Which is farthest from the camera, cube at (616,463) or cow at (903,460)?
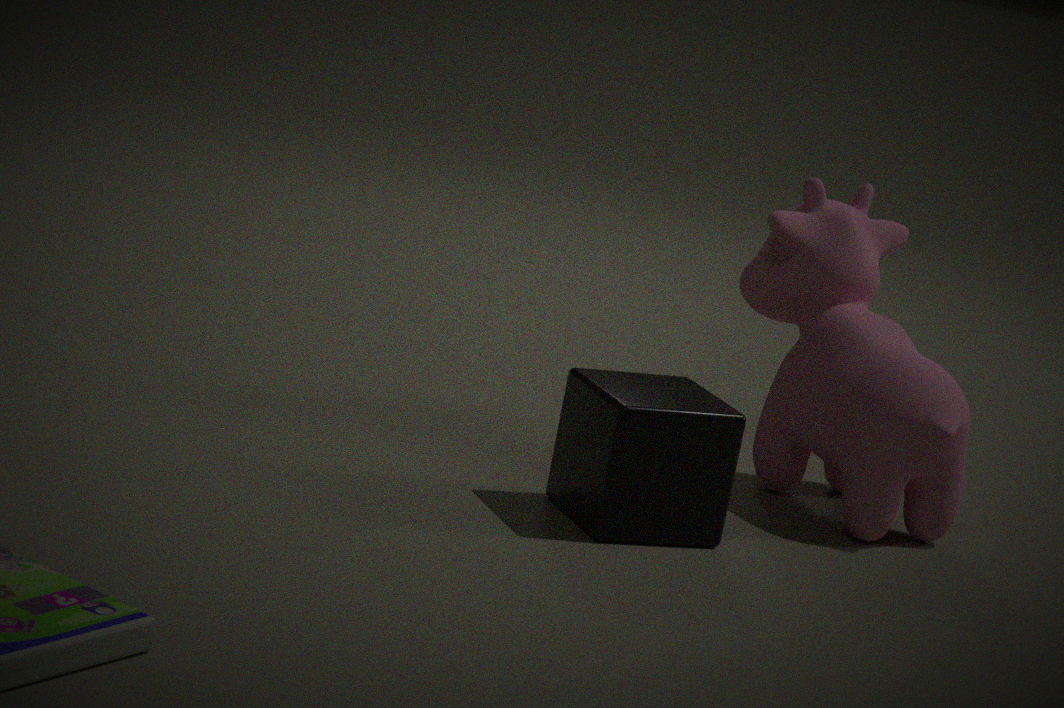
cow at (903,460)
